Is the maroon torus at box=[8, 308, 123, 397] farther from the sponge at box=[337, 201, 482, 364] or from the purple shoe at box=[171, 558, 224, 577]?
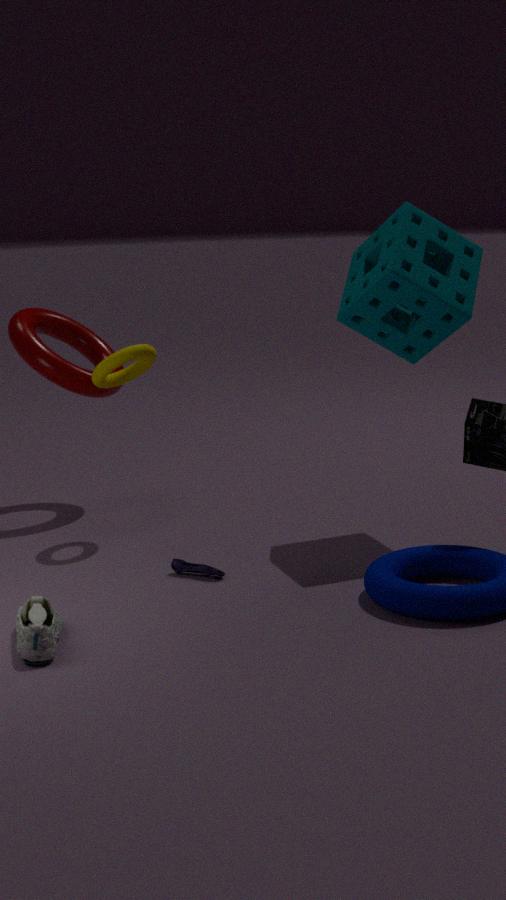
the sponge at box=[337, 201, 482, 364]
